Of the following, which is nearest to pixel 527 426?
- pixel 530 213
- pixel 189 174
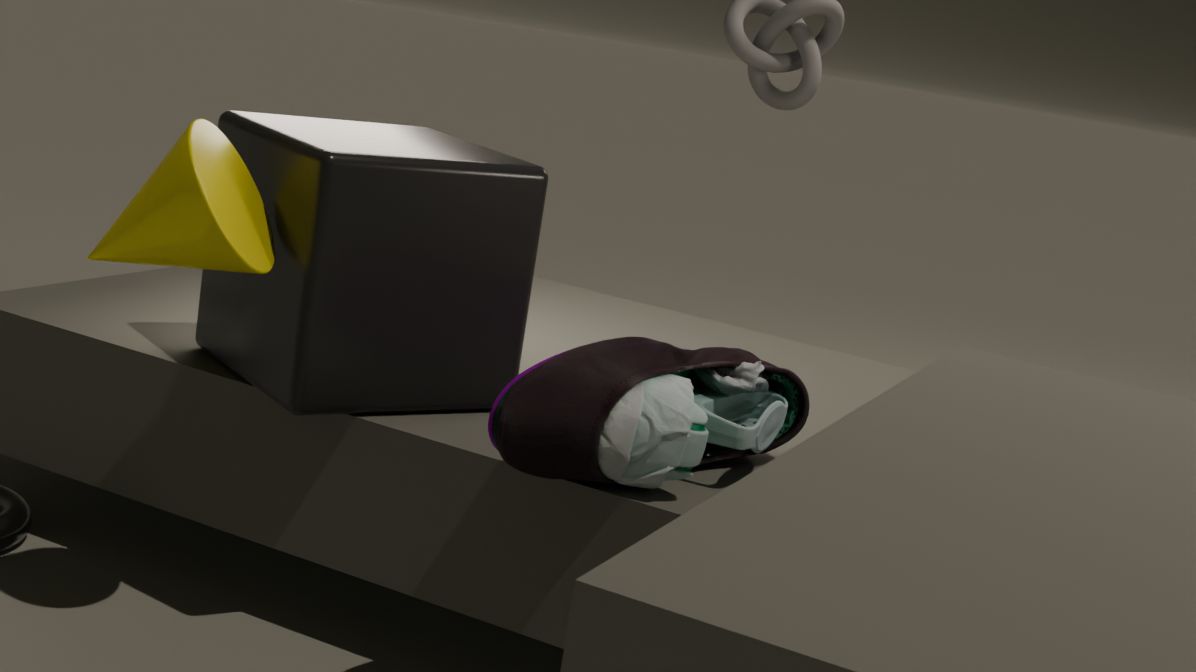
pixel 530 213
